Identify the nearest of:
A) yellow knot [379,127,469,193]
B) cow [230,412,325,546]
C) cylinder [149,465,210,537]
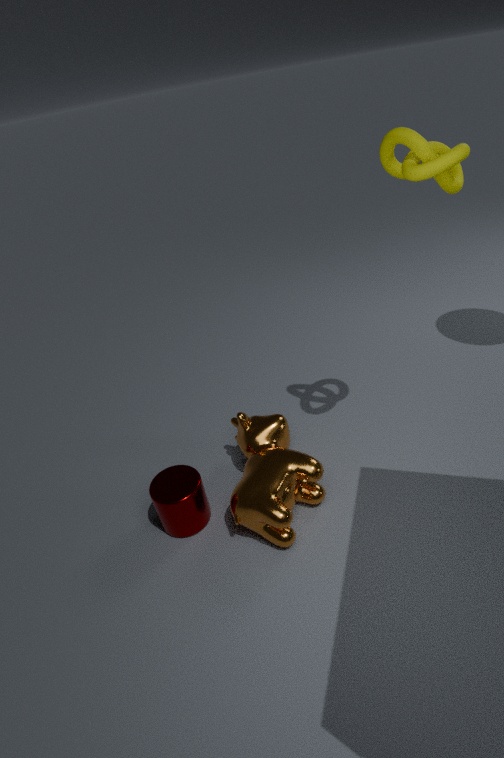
yellow knot [379,127,469,193]
